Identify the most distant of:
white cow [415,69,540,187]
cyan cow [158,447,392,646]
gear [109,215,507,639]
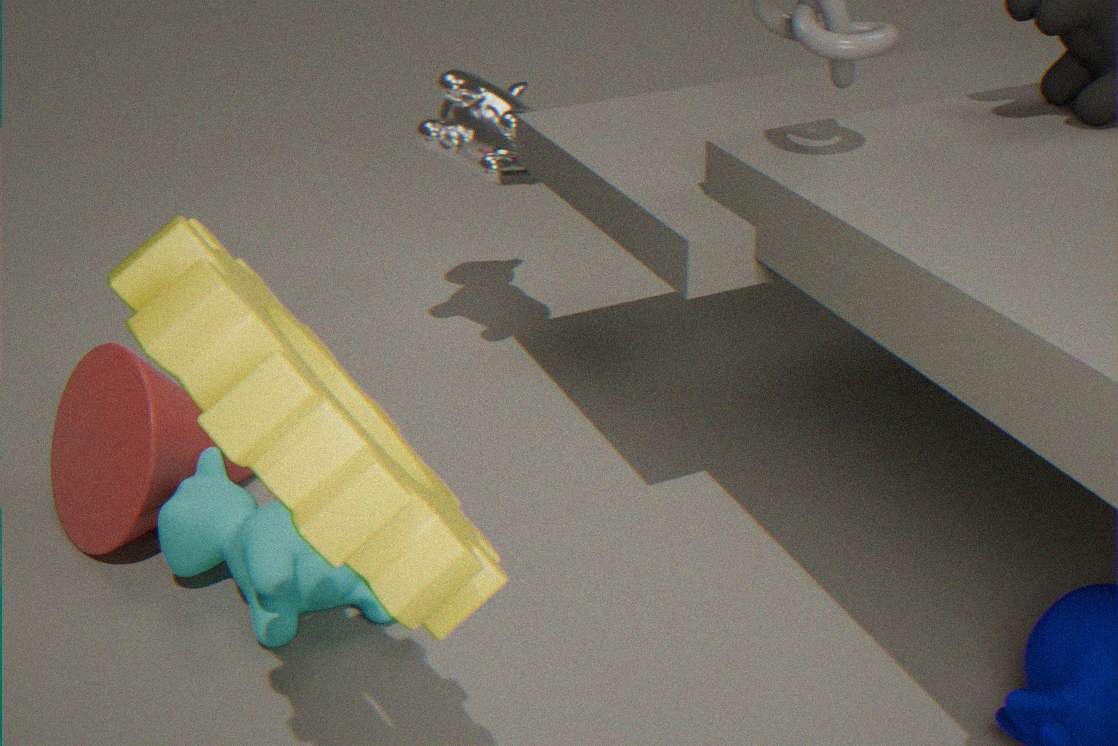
white cow [415,69,540,187]
